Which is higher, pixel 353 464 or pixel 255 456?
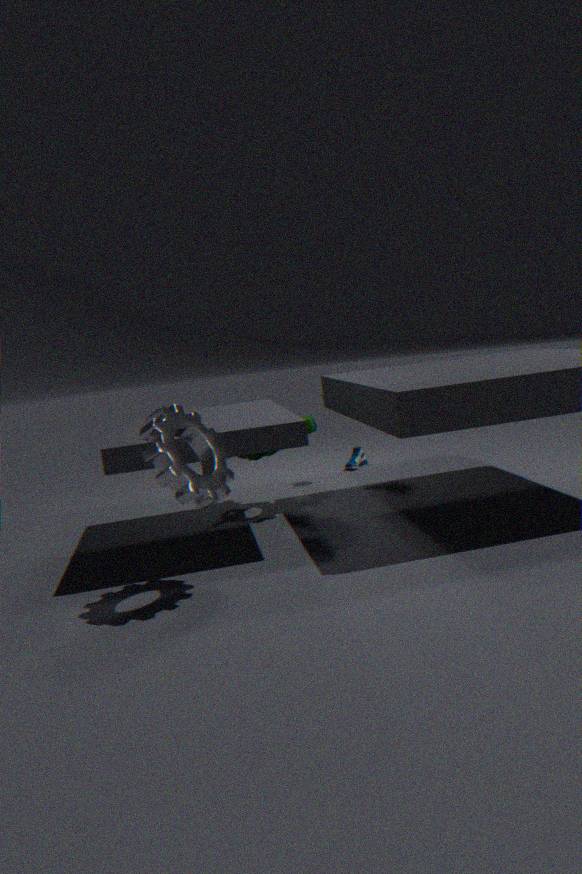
pixel 255 456
